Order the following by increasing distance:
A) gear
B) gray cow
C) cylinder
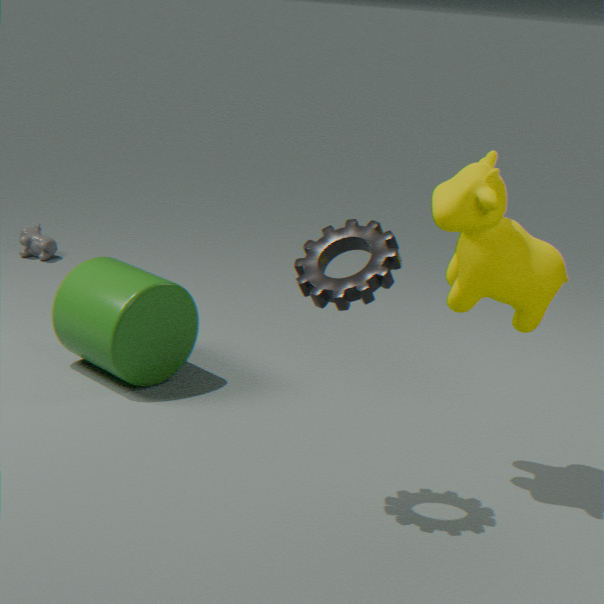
gear → cylinder → gray cow
